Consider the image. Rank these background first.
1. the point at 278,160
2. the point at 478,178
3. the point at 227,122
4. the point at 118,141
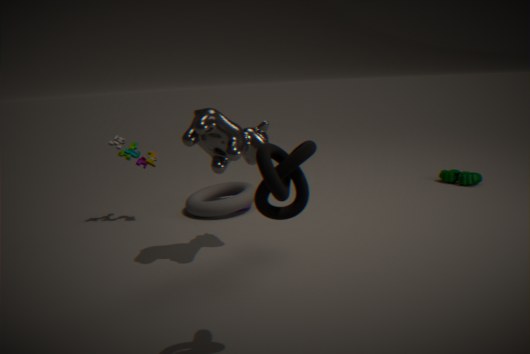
the point at 478,178 < the point at 118,141 < the point at 227,122 < the point at 278,160
